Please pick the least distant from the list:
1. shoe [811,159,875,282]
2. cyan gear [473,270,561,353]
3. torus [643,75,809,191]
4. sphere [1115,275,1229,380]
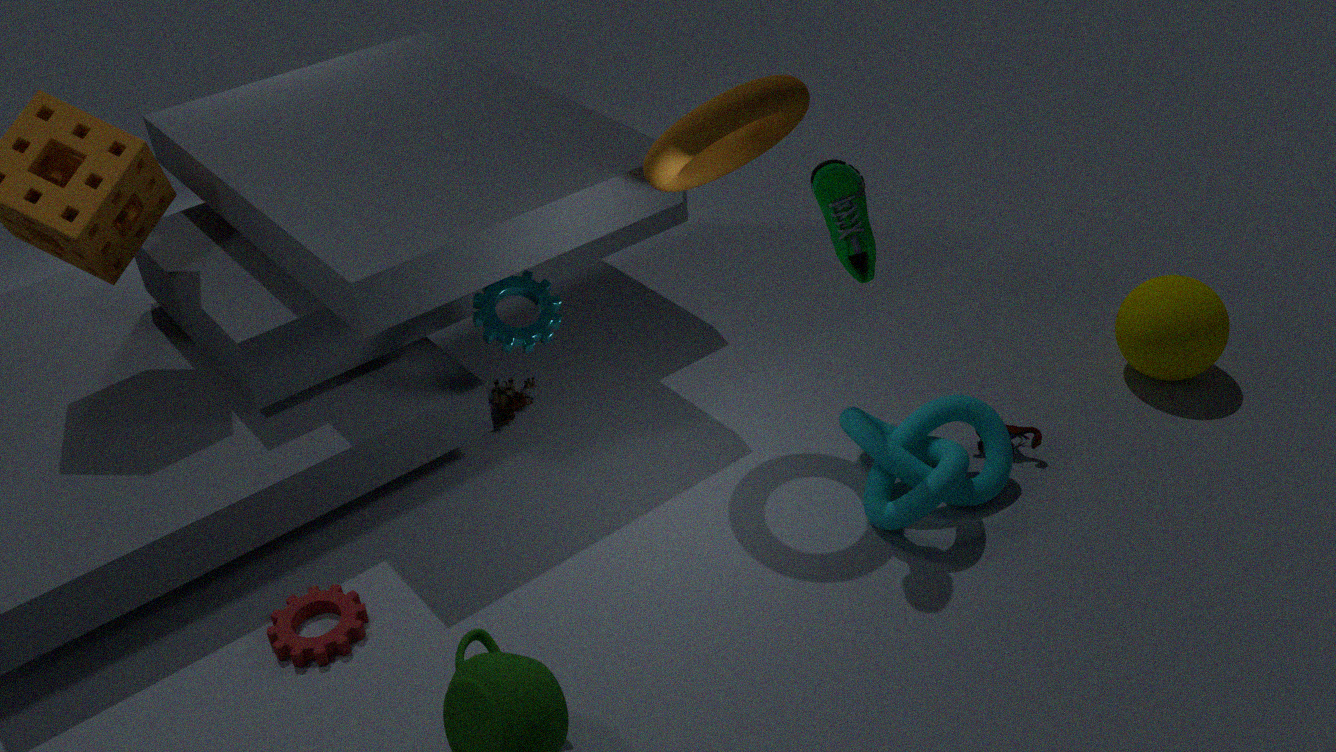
shoe [811,159,875,282]
